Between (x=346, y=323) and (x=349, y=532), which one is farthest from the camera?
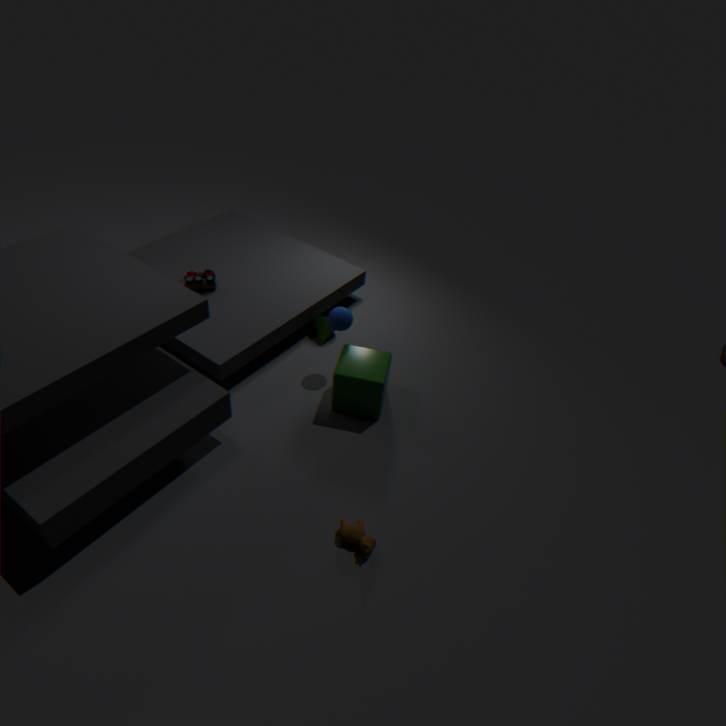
(x=346, y=323)
